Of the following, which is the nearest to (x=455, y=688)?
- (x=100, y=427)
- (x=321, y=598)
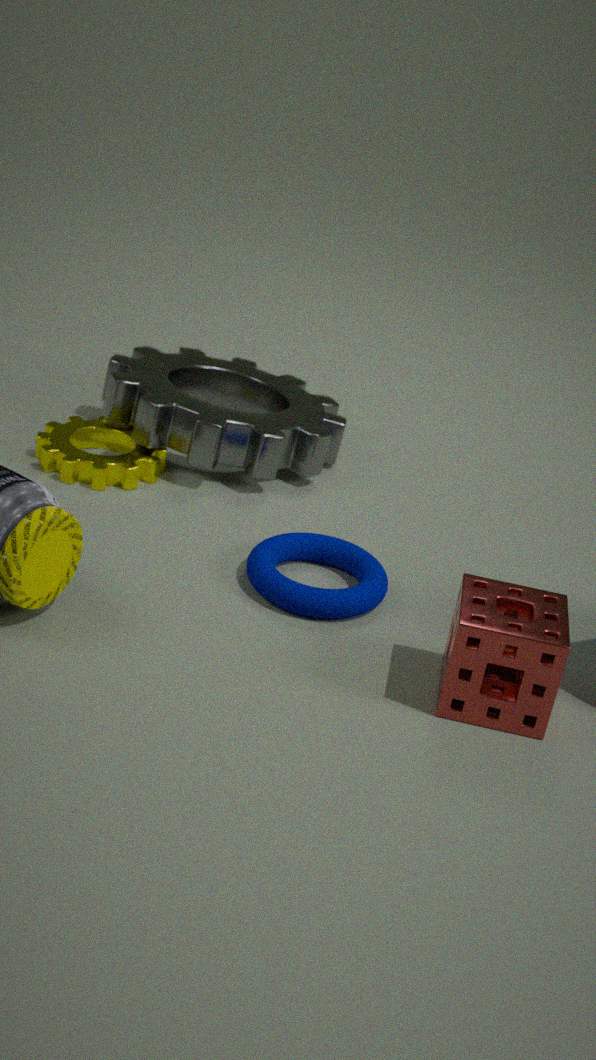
(x=321, y=598)
